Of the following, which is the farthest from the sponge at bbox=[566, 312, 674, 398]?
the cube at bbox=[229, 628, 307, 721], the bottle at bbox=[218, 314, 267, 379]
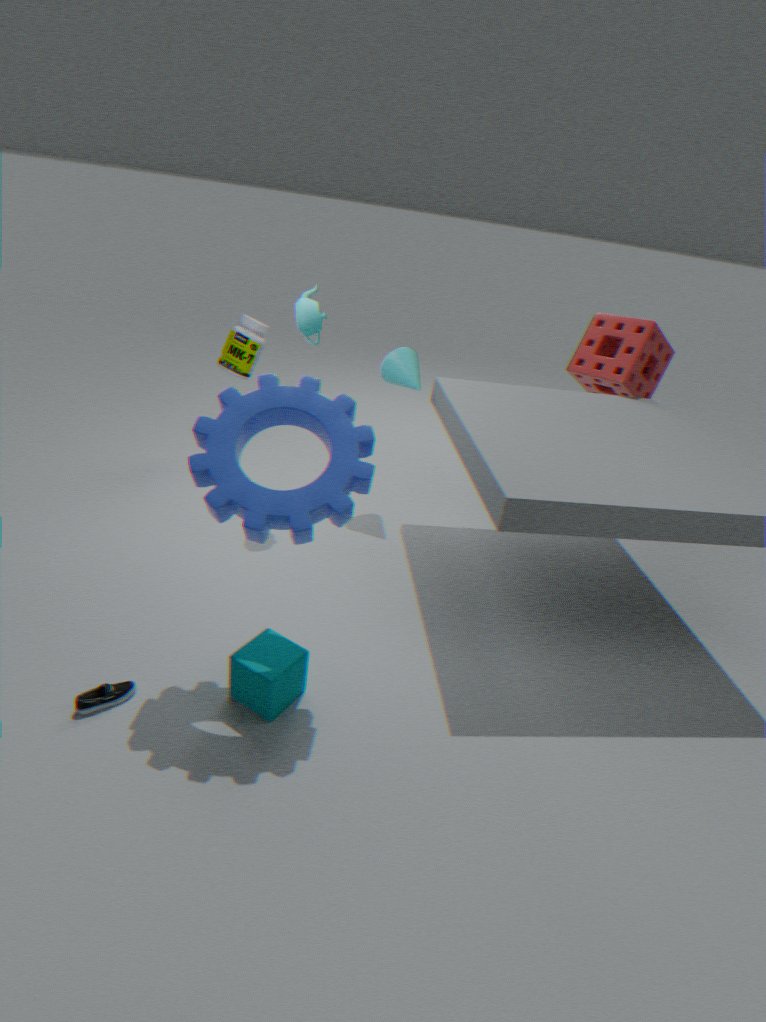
the cube at bbox=[229, 628, 307, 721]
